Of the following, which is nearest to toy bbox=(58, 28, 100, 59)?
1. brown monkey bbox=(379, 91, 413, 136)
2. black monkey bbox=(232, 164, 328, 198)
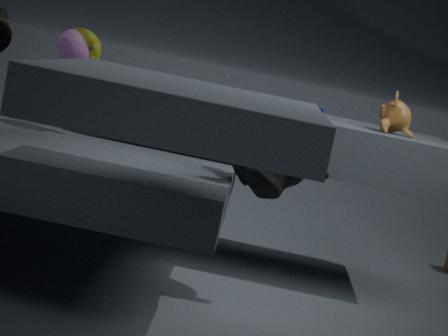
black monkey bbox=(232, 164, 328, 198)
